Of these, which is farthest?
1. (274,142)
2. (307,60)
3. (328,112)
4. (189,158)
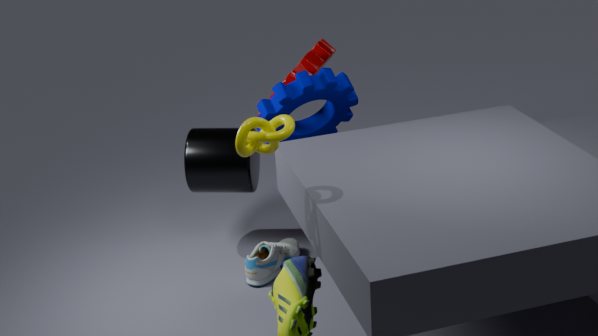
(189,158)
